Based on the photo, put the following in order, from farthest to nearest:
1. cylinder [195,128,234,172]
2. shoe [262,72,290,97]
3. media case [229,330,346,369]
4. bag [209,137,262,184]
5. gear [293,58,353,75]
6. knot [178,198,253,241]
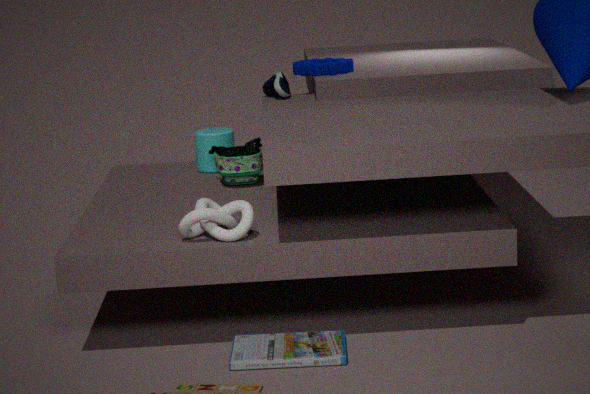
cylinder [195,128,234,172], gear [293,58,353,75], shoe [262,72,290,97], bag [209,137,262,184], knot [178,198,253,241], media case [229,330,346,369]
